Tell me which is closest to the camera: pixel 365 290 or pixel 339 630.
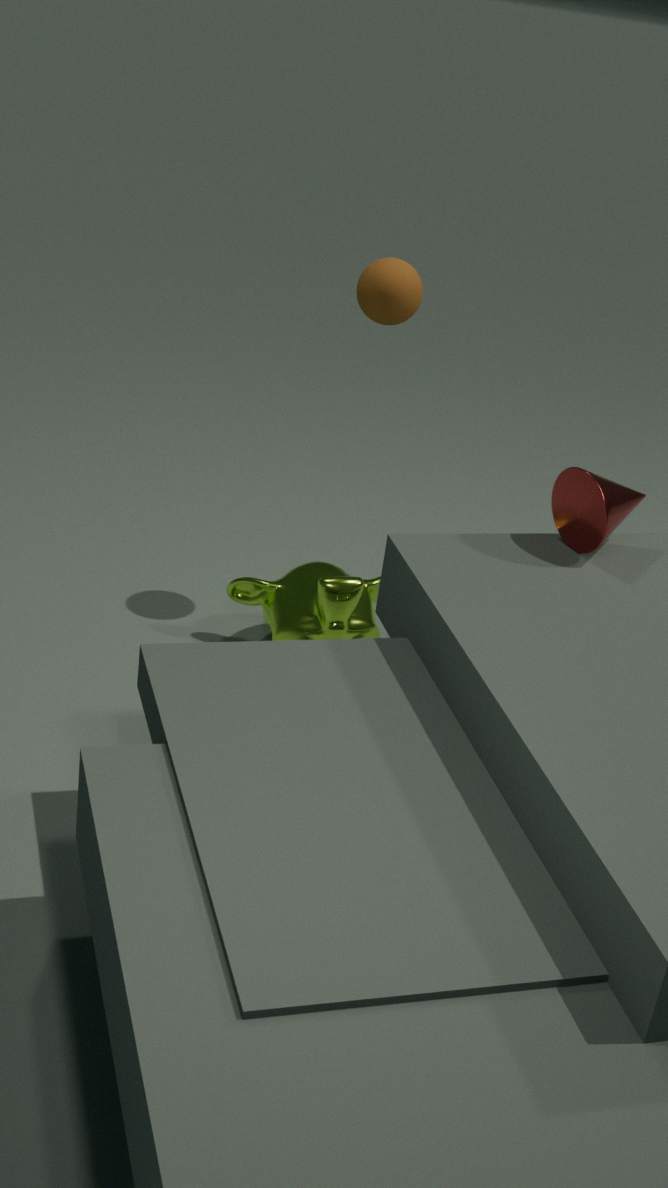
pixel 365 290
